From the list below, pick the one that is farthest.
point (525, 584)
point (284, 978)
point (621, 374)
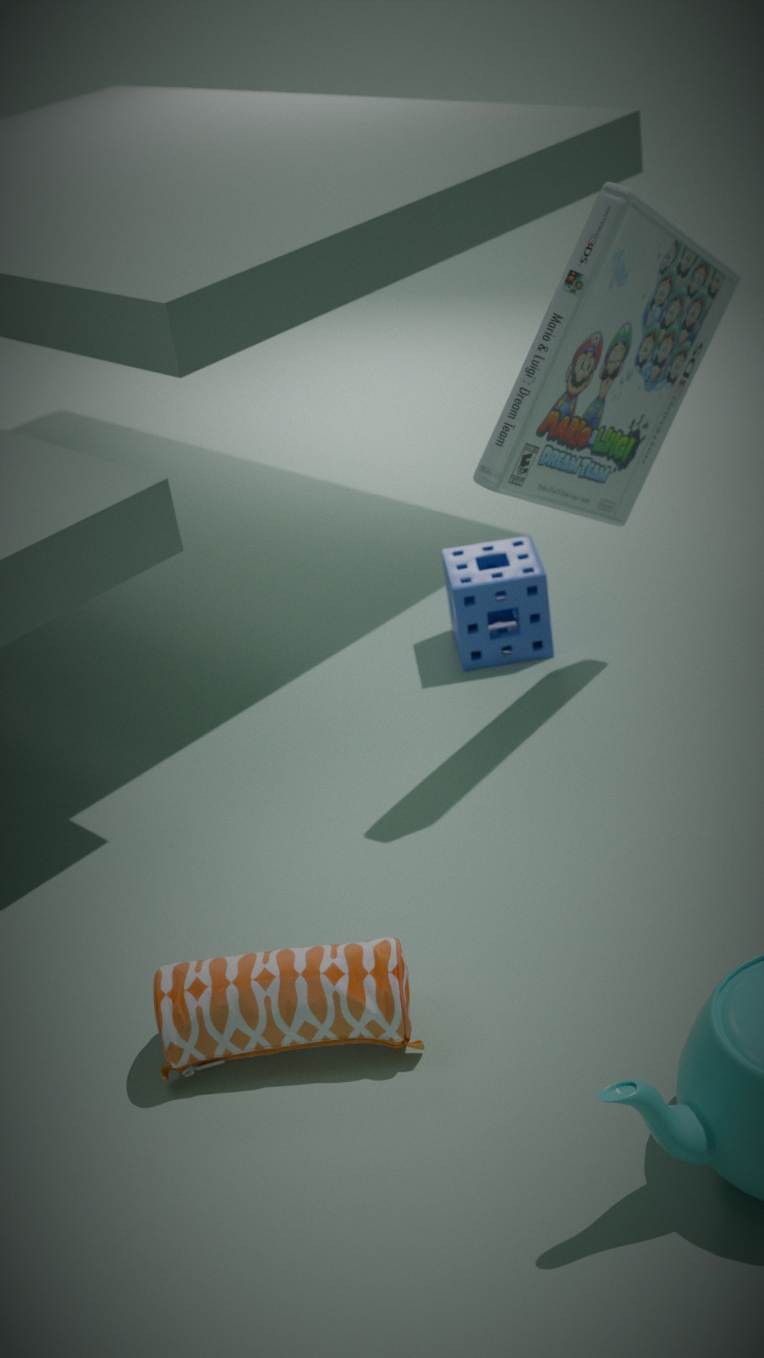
point (525, 584)
